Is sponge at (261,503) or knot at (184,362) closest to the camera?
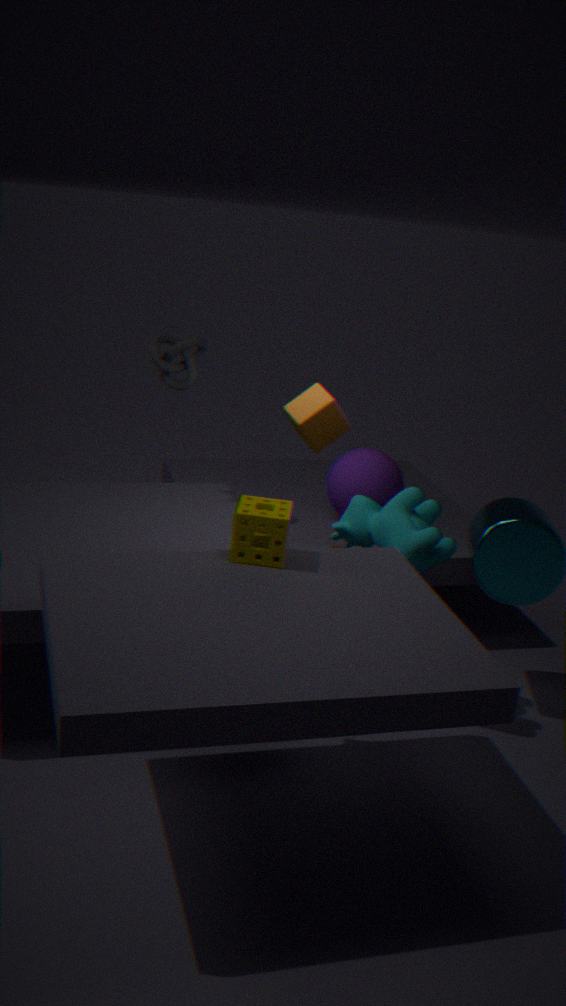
sponge at (261,503)
